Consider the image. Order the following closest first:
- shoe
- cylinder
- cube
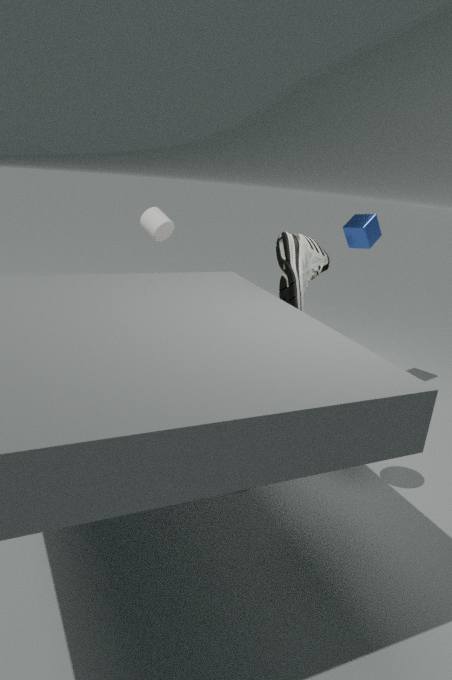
shoe → cube → cylinder
